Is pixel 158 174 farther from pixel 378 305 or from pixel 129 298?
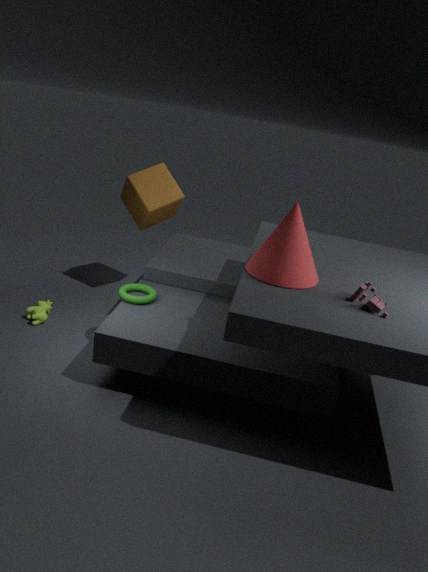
pixel 378 305
